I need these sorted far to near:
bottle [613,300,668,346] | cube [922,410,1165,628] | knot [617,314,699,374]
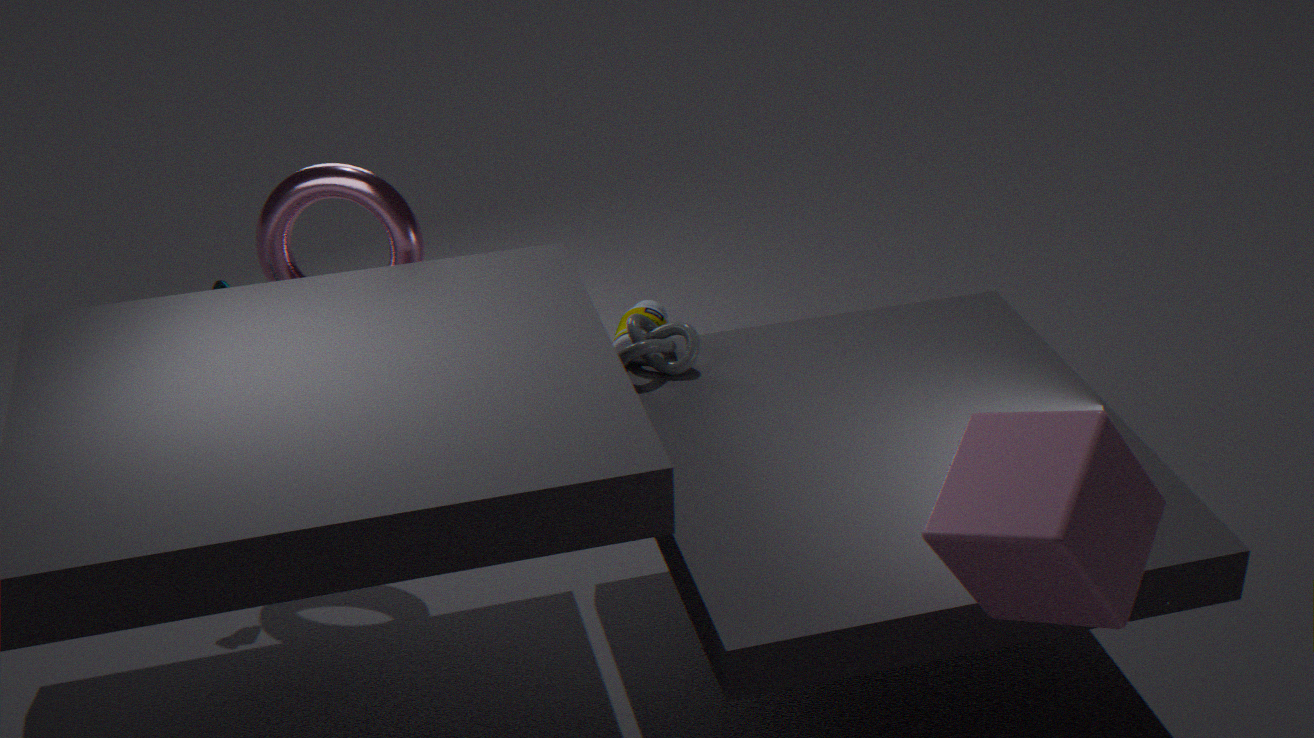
bottle [613,300,668,346] → knot [617,314,699,374] → cube [922,410,1165,628]
